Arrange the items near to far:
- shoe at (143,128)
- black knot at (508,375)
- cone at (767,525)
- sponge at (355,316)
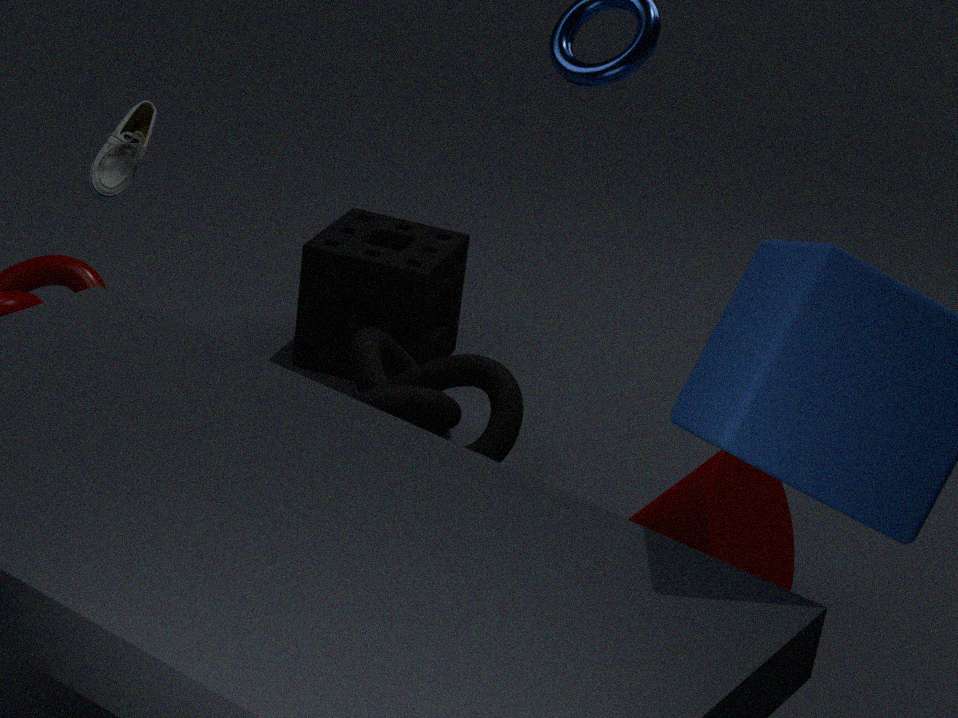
1. cone at (767,525)
2. shoe at (143,128)
3. black knot at (508,375)
4. sponge at (355,316)
